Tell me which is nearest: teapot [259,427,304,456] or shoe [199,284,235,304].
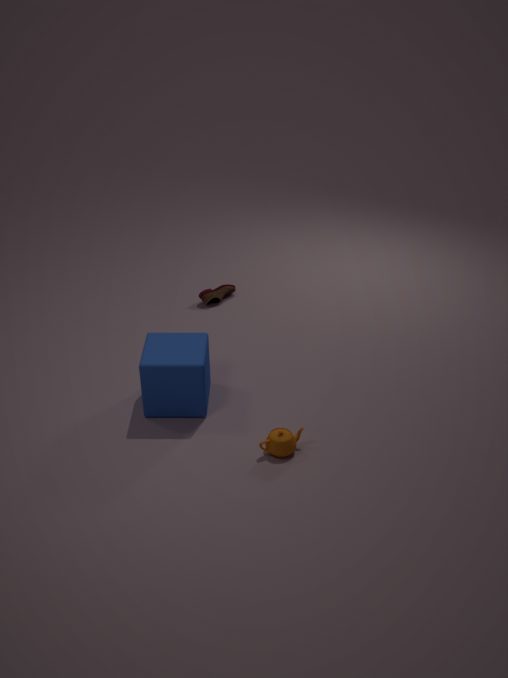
teapot [259,427,304,456]
